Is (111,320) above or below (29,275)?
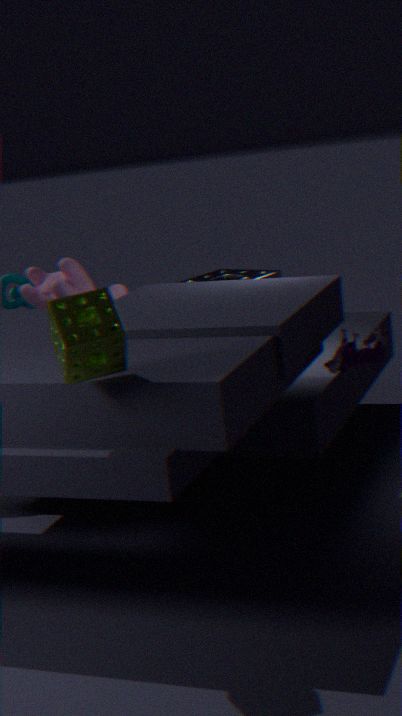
above
